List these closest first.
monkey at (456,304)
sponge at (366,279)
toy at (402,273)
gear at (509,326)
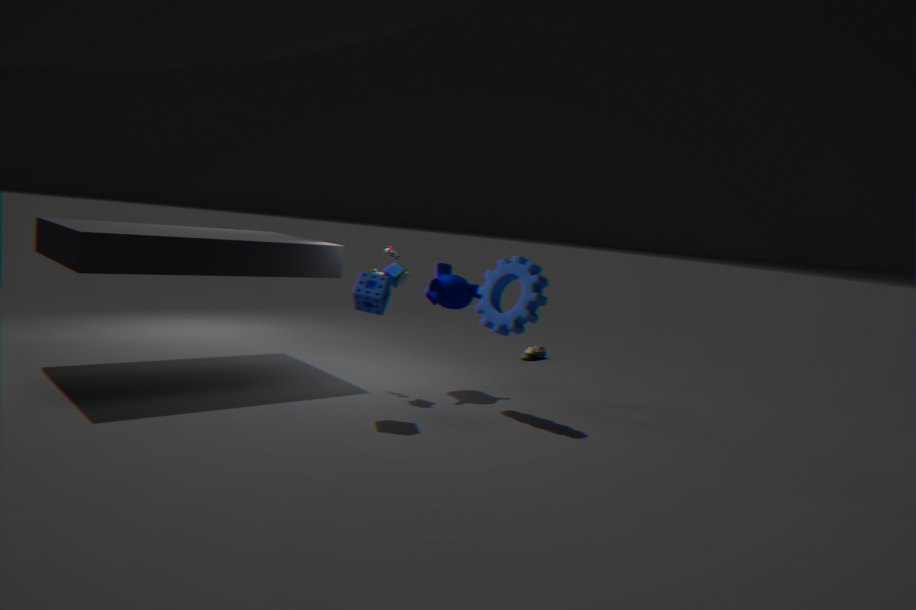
sponge at (366,279) < gear at (509,326) < toy at (402,273) < monkey at (456,304)
